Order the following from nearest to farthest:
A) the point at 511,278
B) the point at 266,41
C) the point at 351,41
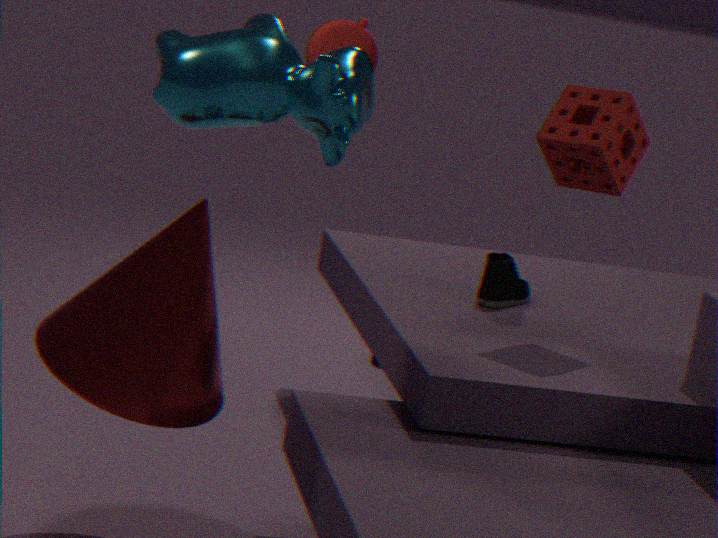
1. the point at 266,41
2. the point at 351,41
3. the point at 511,278
